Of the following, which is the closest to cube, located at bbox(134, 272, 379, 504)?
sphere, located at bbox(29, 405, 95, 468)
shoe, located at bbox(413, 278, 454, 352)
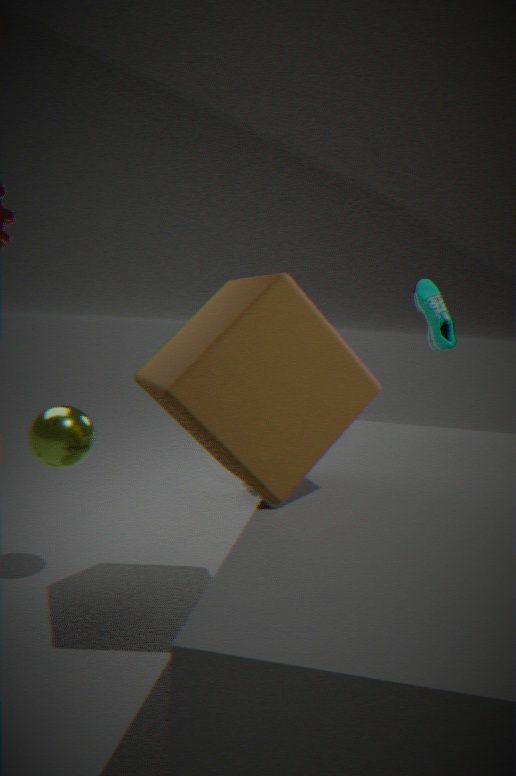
sphere, located at bbox(29, 405, 95, 468)
